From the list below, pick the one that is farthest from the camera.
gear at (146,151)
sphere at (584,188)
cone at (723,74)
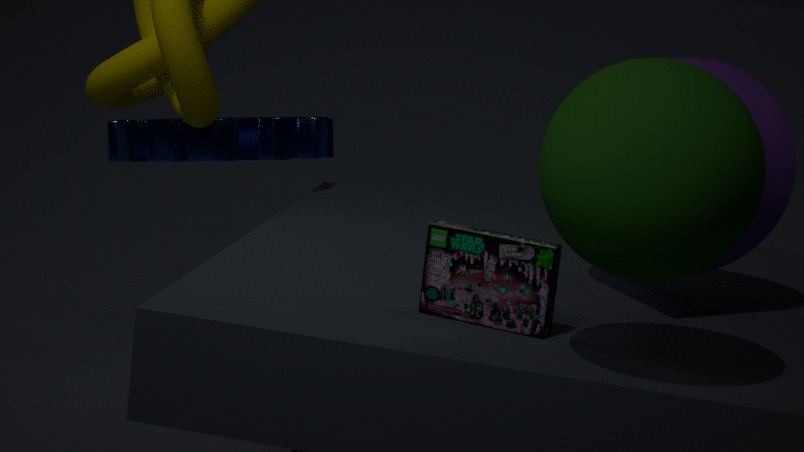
gear at (146,151)
